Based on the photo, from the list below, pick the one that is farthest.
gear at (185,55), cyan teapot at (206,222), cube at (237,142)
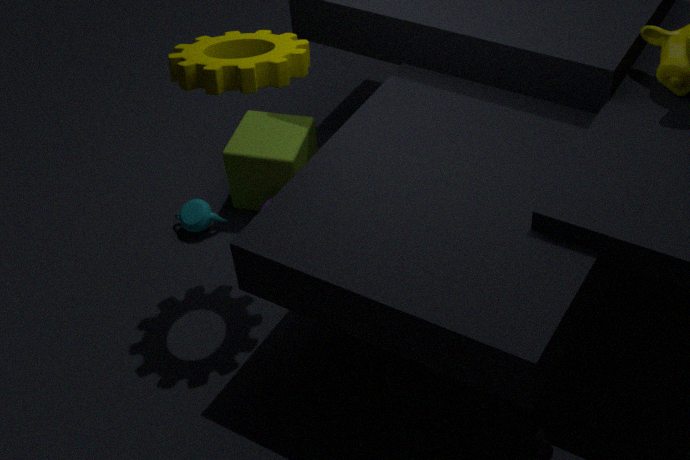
cyan teapot at (206,222)
